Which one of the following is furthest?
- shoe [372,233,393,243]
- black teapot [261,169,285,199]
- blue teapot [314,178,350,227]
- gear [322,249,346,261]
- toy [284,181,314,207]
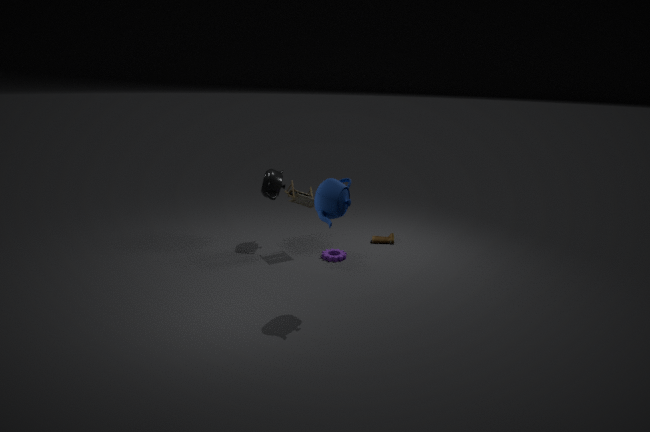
shoe [372,233,393,243]
